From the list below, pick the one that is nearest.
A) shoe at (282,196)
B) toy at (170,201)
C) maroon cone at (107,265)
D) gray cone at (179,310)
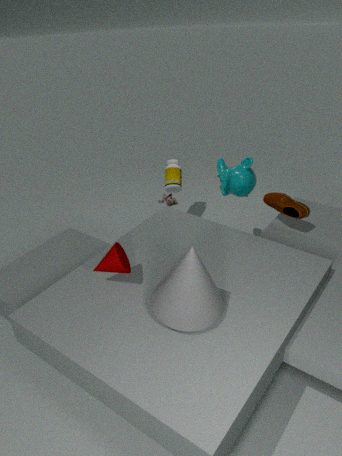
gray cone at (179,310)
